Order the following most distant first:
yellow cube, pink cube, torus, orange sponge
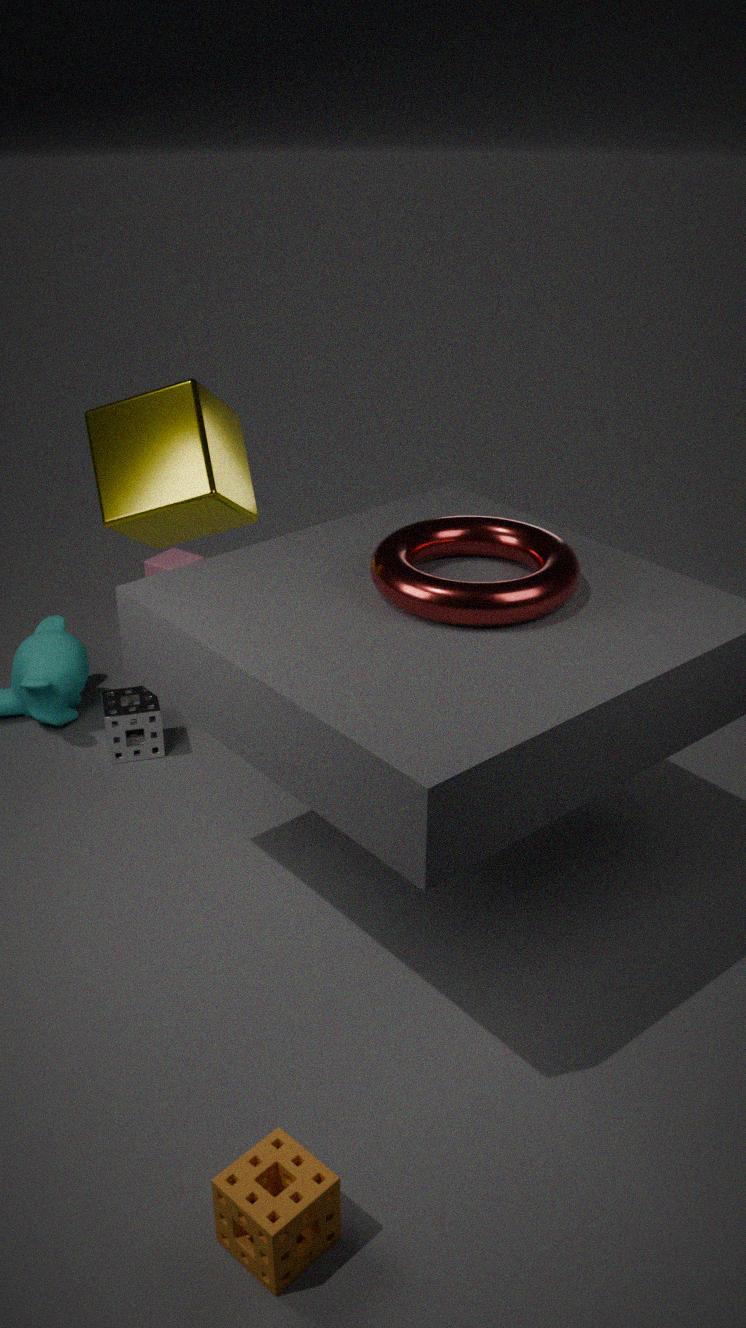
pink cube, yellow cube, torus, orange sponge
